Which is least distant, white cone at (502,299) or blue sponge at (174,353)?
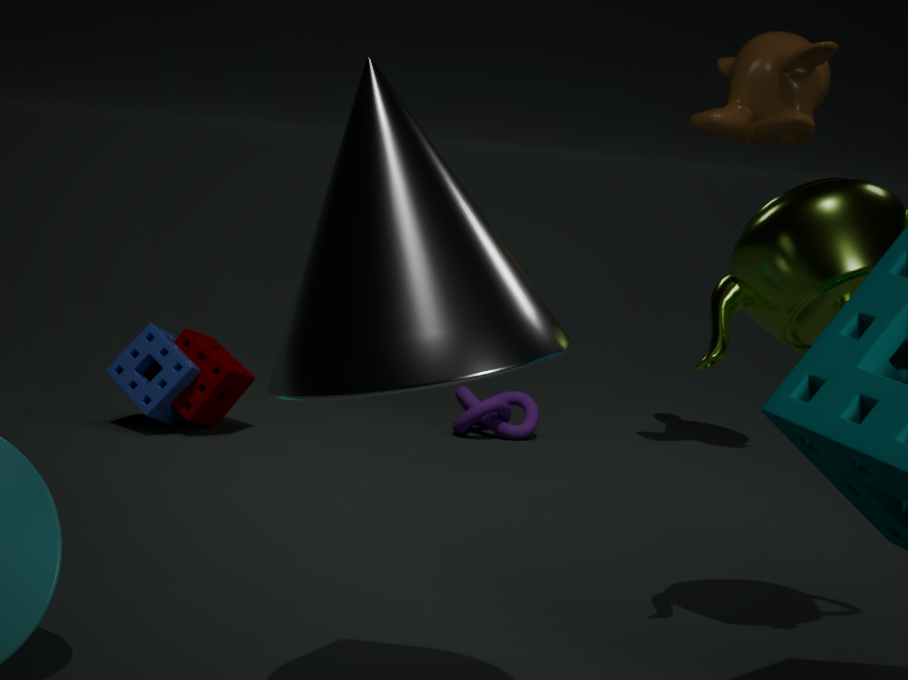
white cone at (502,299)
